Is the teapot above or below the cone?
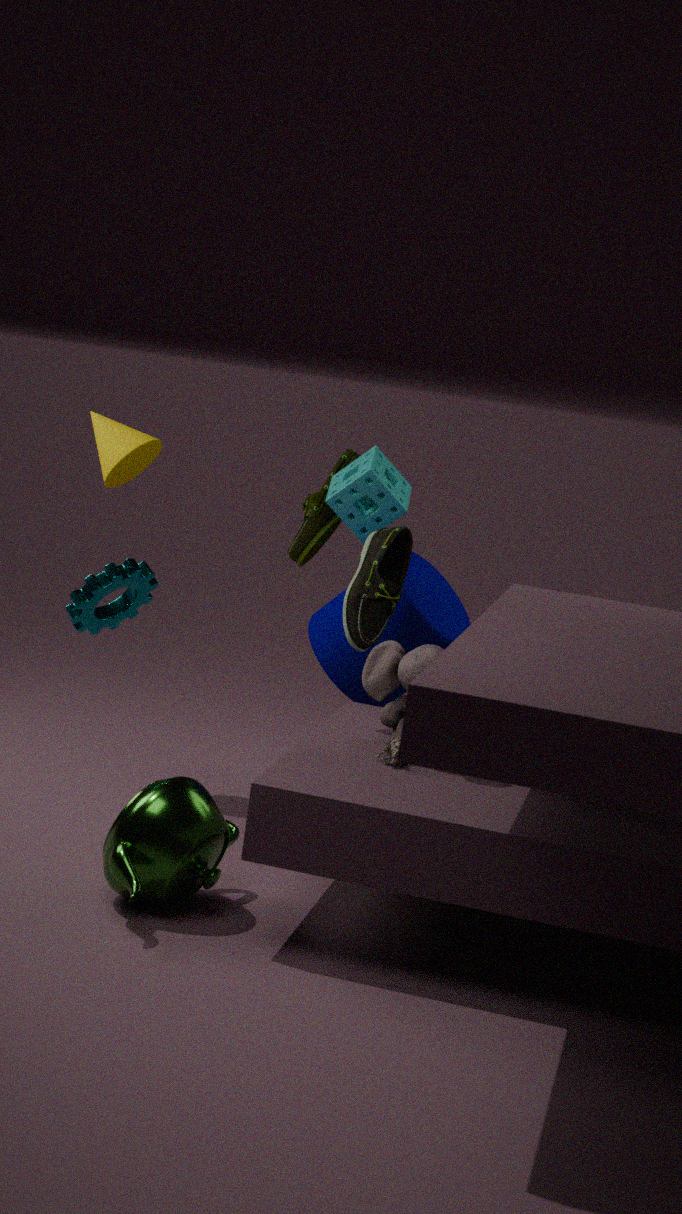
below
